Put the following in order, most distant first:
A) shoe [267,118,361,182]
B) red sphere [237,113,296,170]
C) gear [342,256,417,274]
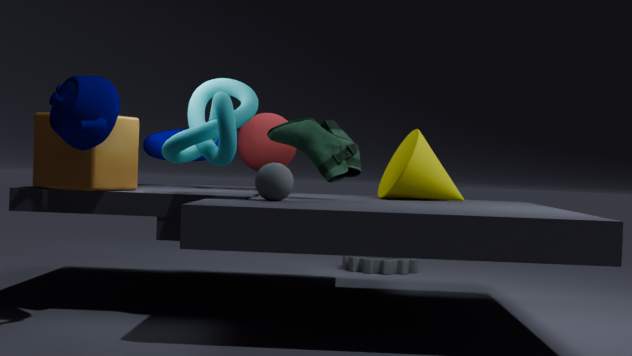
gear [342,256,417,274], red sphere [237,113,296,170], shoe [267,118,361,182]
